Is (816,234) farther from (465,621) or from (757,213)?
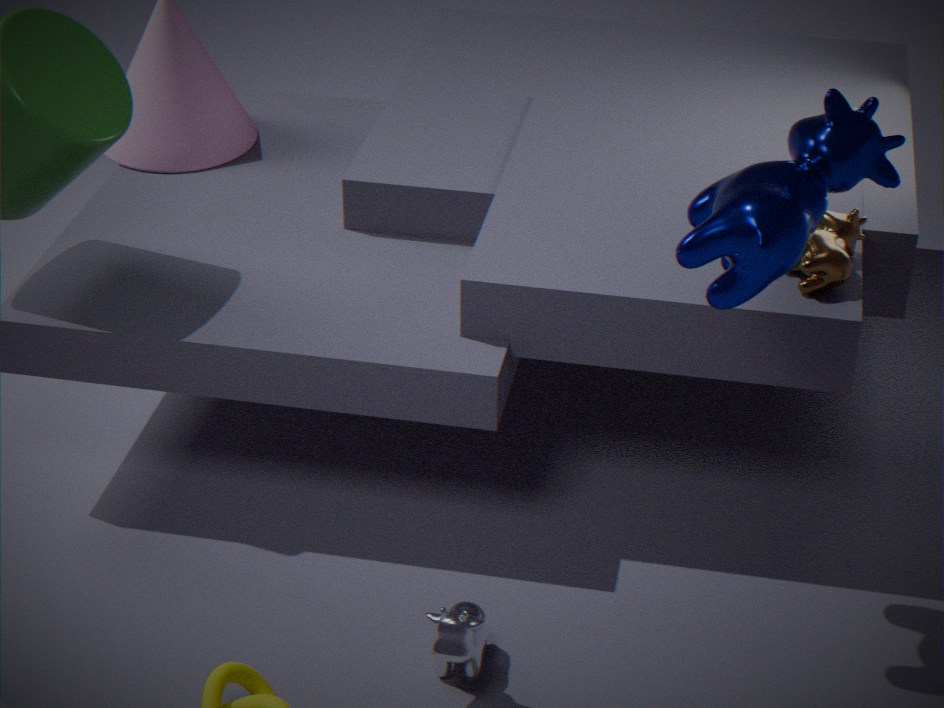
(465,621)
